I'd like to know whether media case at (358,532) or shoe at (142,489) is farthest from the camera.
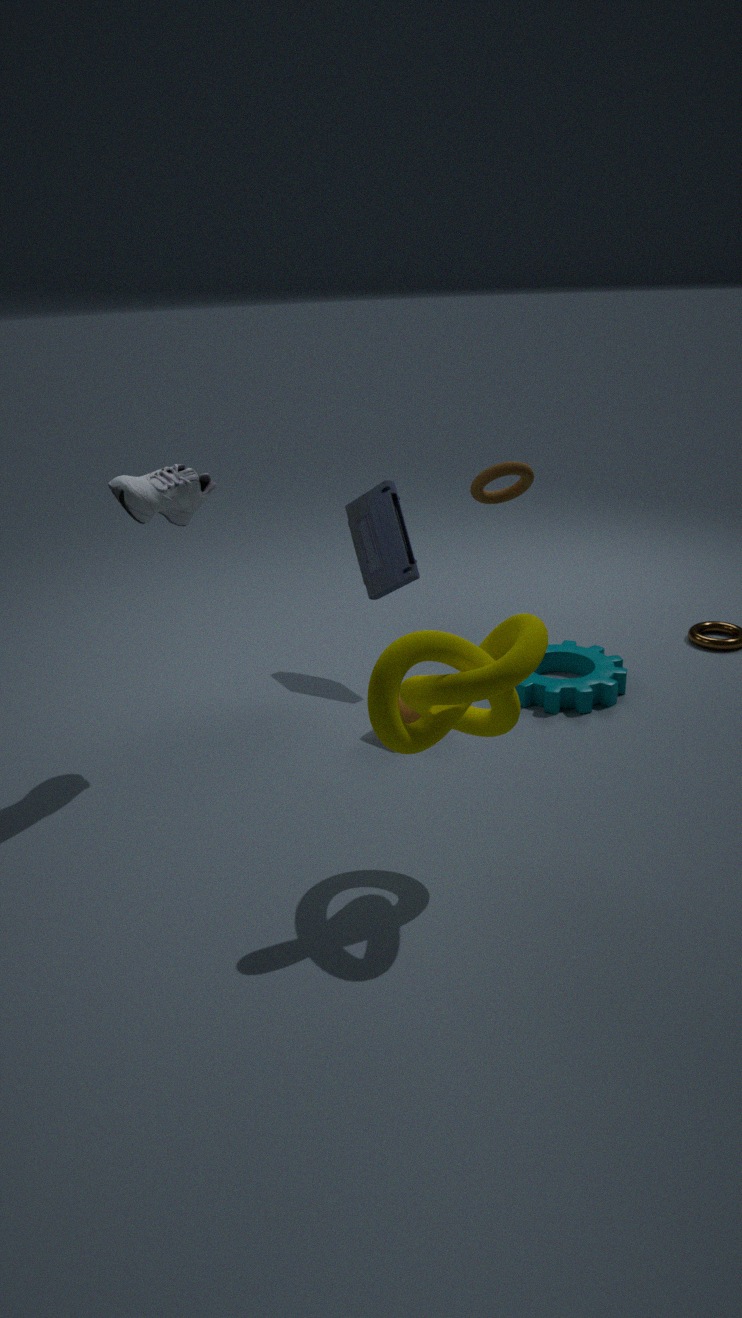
media case at (358,532)
